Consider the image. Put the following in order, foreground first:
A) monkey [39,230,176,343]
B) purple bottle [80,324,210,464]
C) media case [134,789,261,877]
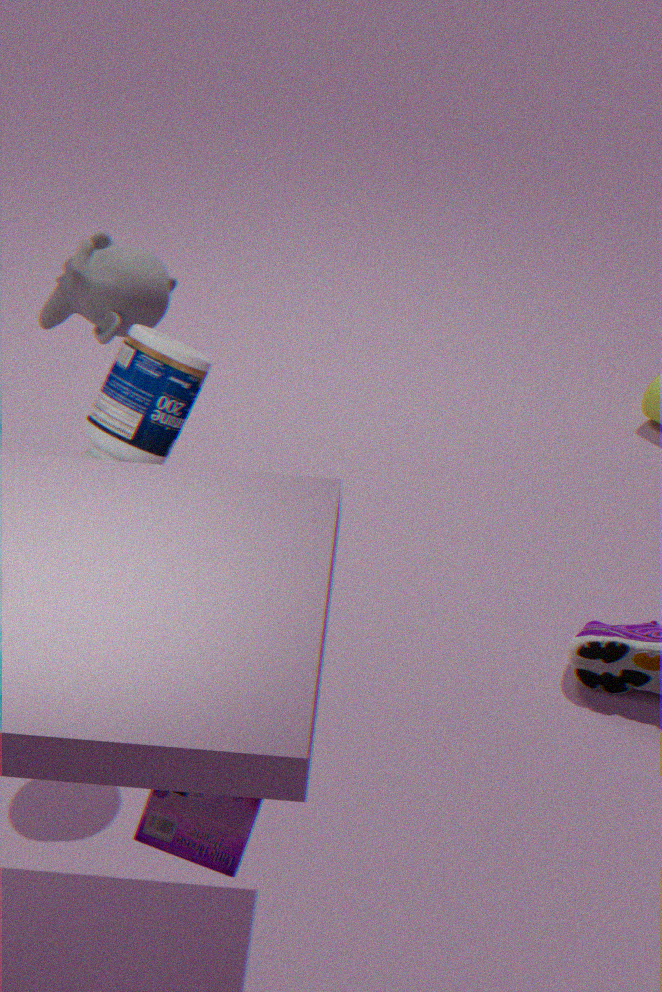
media case [134,789,261,877] < purple bottle [80,324,210,464] < monkey [39,230,176,343]
